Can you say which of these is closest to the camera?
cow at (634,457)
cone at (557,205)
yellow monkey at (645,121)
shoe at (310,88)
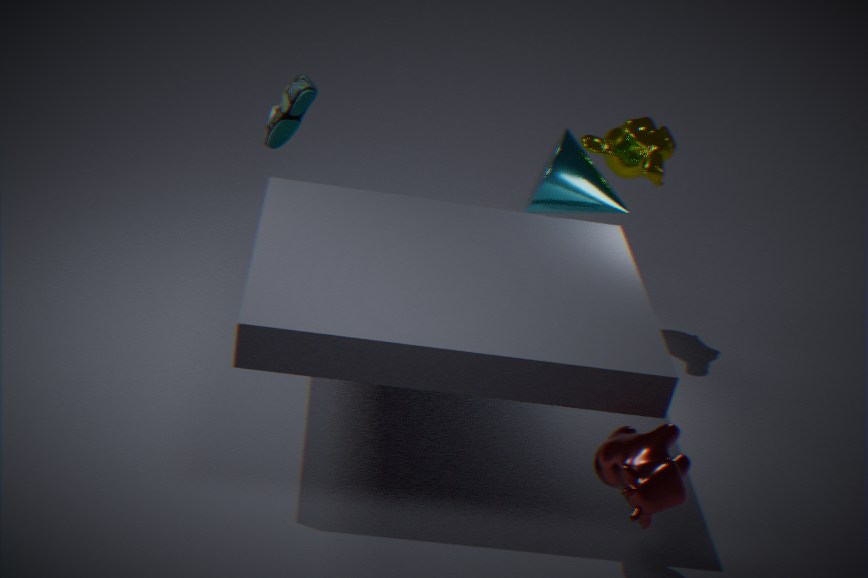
cow at (634,457)
